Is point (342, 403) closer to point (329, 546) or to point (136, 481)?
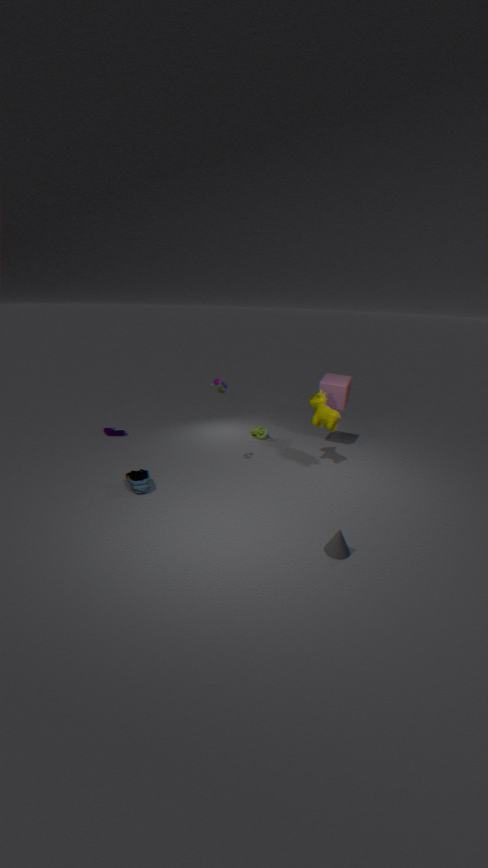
point (329, 546)
